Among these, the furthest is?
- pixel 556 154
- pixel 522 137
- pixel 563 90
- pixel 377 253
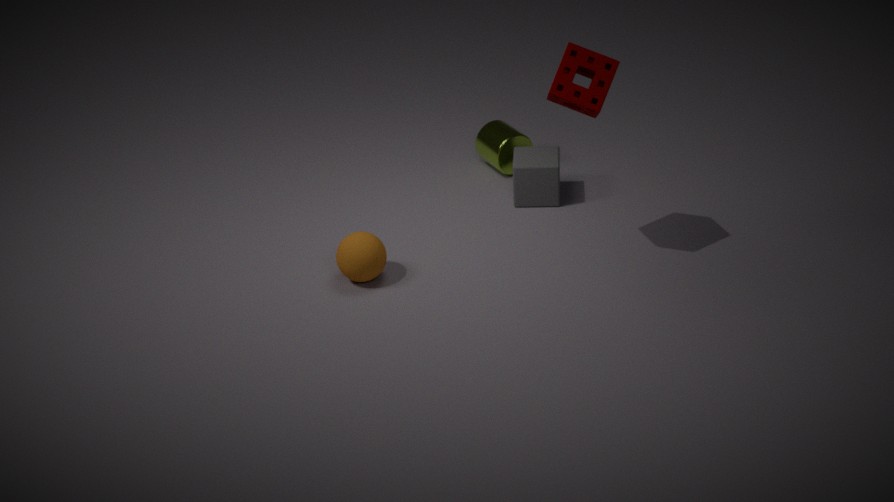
pixel 522 137
